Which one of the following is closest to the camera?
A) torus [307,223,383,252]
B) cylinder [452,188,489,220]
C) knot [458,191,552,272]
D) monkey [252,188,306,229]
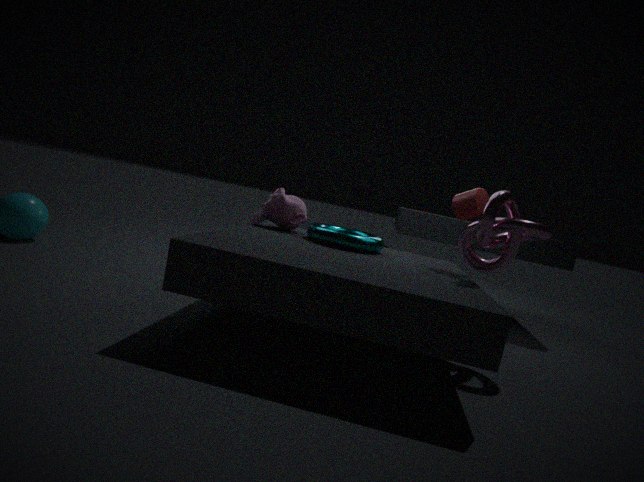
knot [458,191,552,272]
